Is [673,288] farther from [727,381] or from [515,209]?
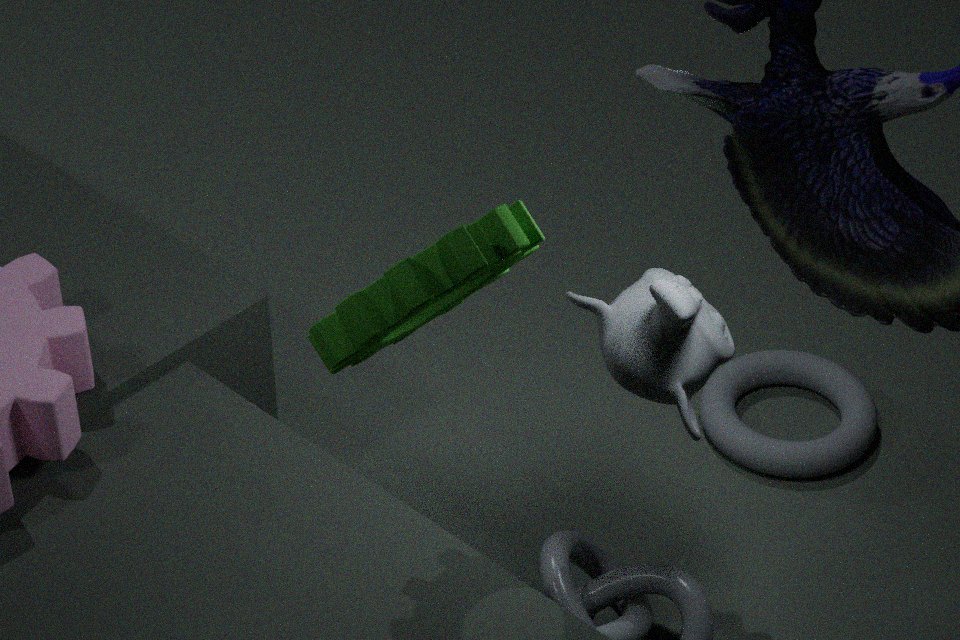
[727,381]
